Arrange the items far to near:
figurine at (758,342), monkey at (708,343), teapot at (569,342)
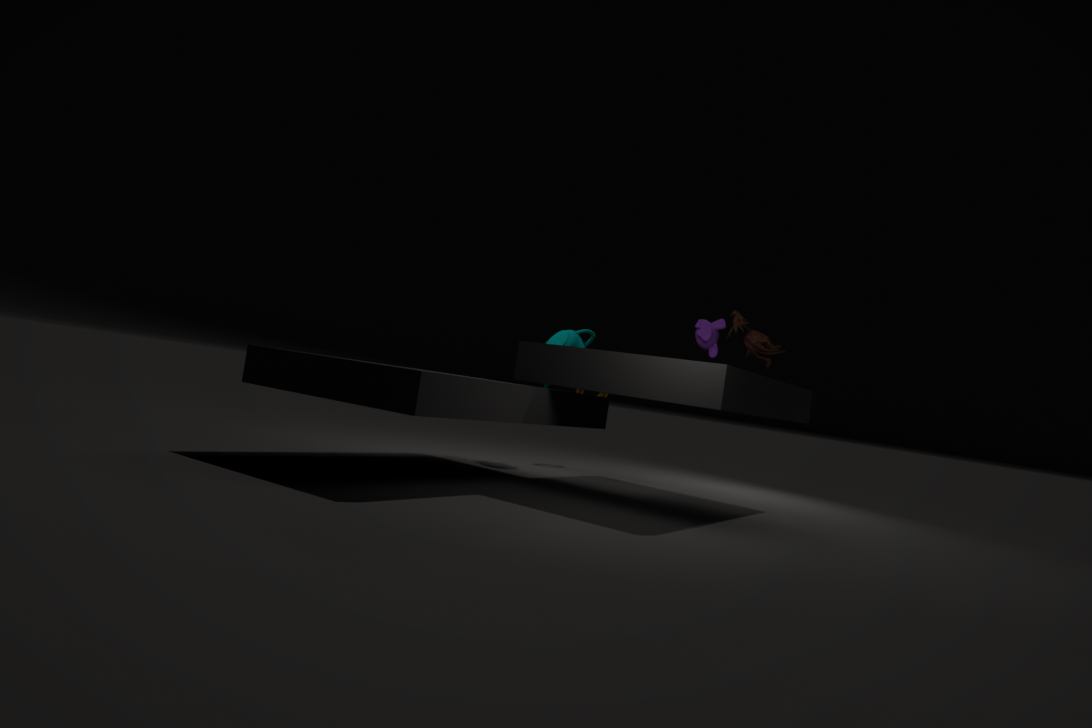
teapot at (569,342) < figurine at (758,342) < monkey at (708,343)
